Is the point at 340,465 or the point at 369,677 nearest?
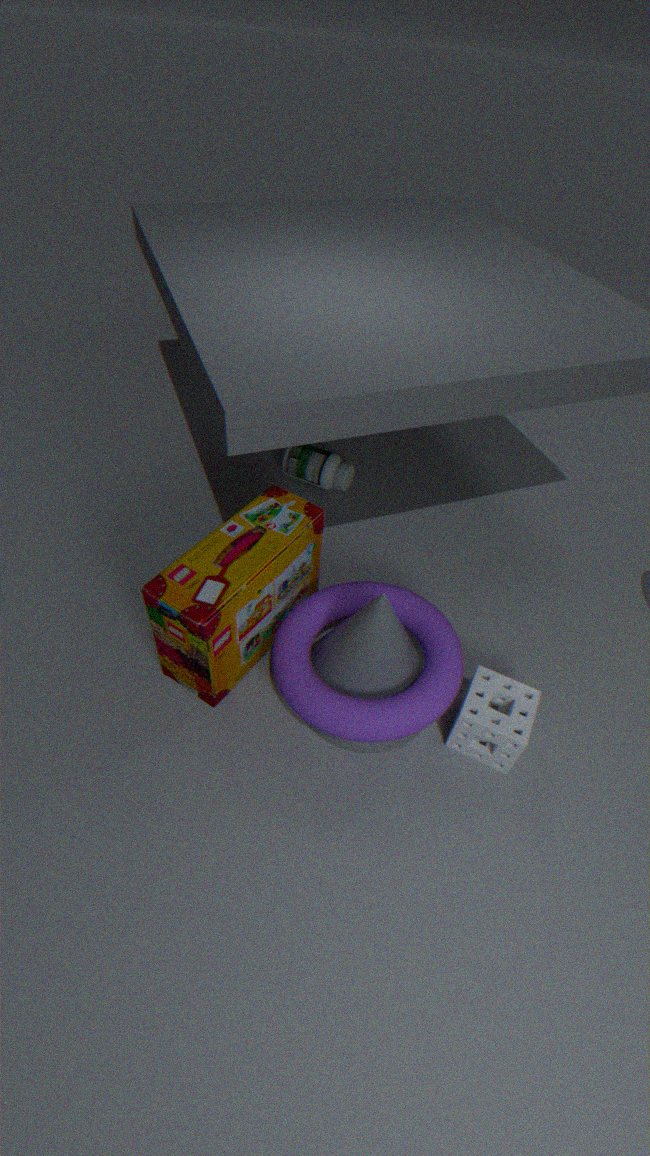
the point at 369,677
